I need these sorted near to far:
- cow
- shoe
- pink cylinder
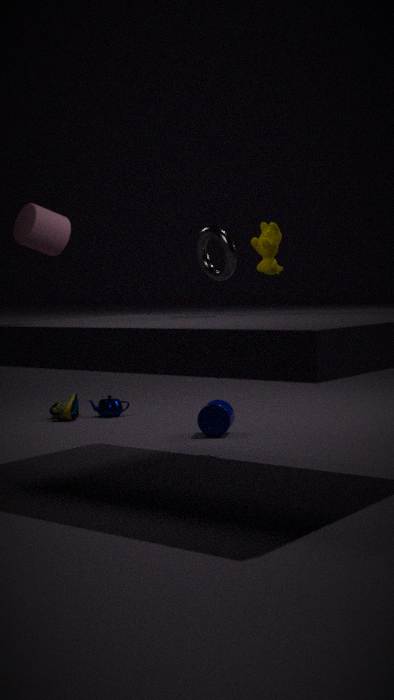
pink cylinder → cow → shoe
